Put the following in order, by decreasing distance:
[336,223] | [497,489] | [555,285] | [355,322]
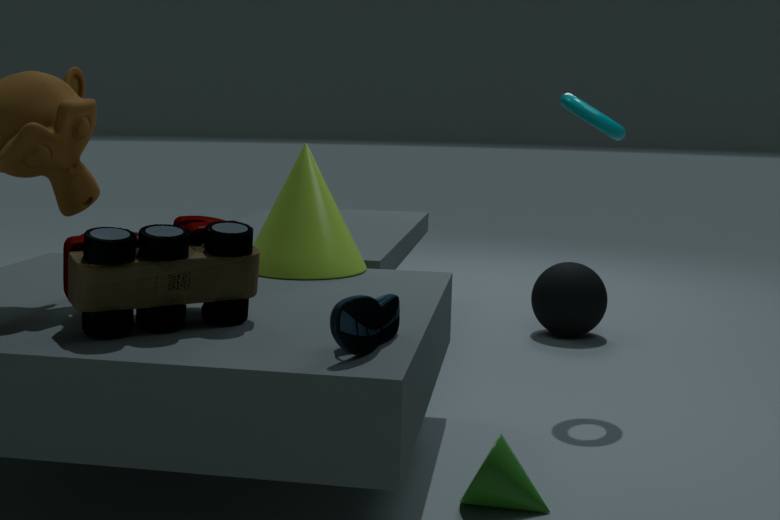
[555,285]
[336,223]
[497,489]
[355,322]
